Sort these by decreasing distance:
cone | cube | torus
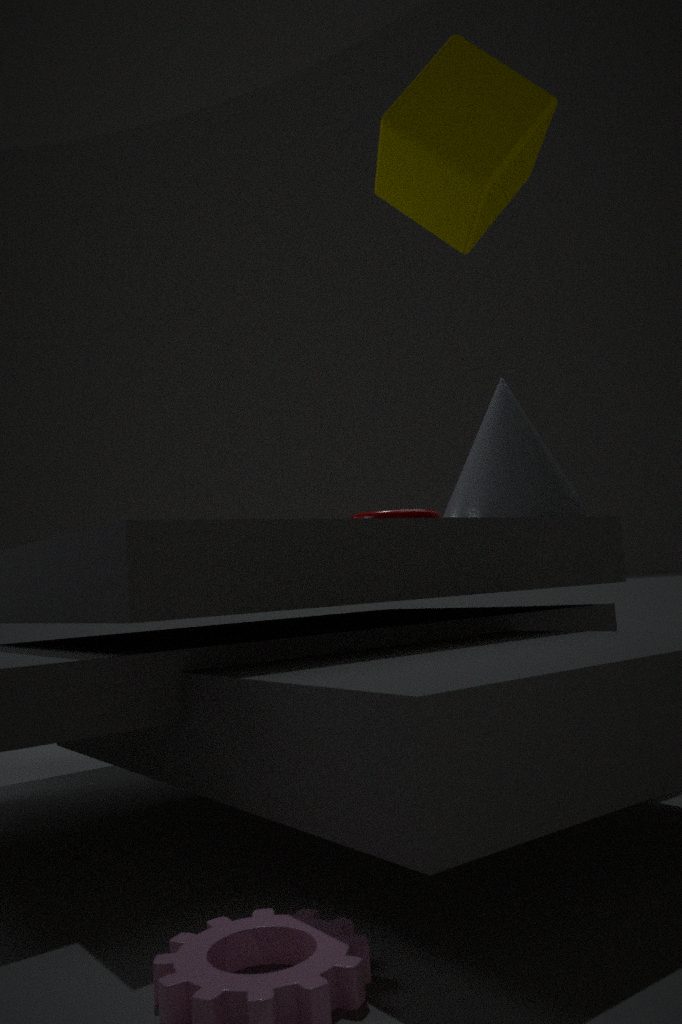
cone < torus < cube
